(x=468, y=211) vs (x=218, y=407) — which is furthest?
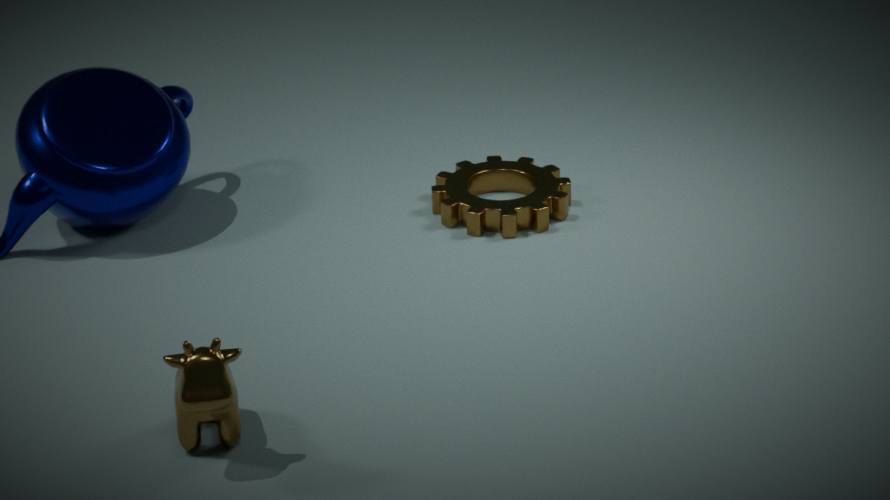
(x=468, y=211)
